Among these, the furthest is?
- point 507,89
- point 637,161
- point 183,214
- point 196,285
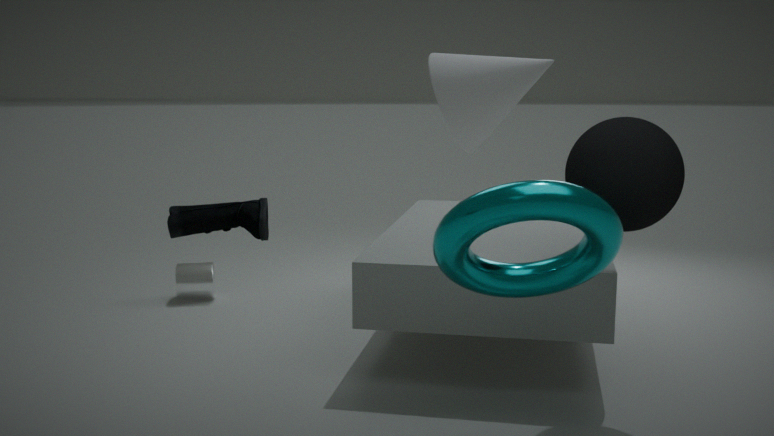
point 196,285
